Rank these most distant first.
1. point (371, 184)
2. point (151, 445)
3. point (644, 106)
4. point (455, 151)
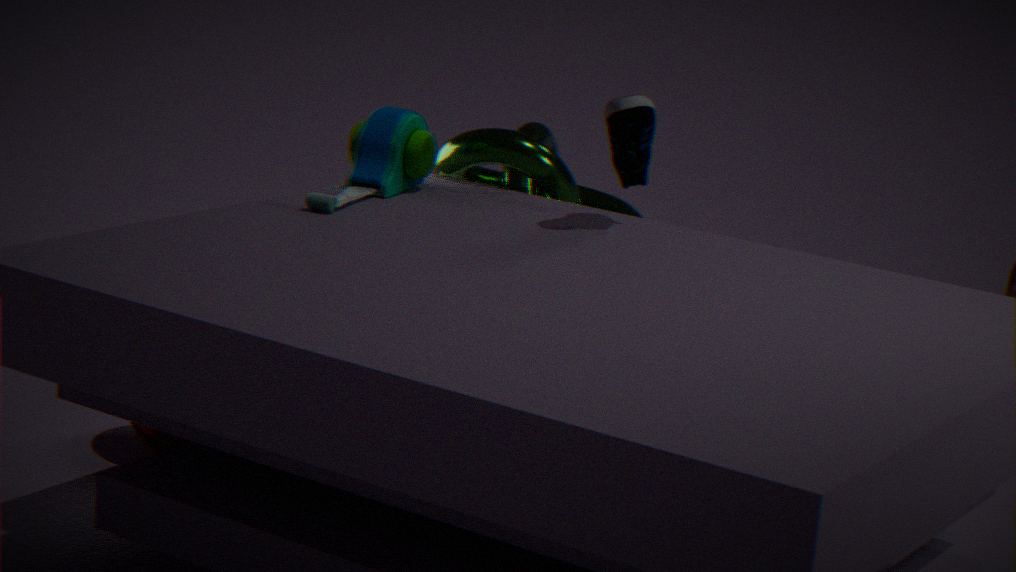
point (151, 445), point (455, 151), point (371, 184), point (644, 106)
